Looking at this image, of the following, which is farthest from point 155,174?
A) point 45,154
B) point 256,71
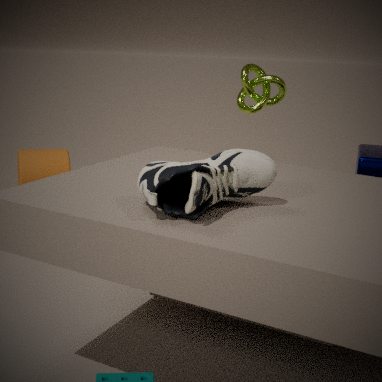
point 45,154
